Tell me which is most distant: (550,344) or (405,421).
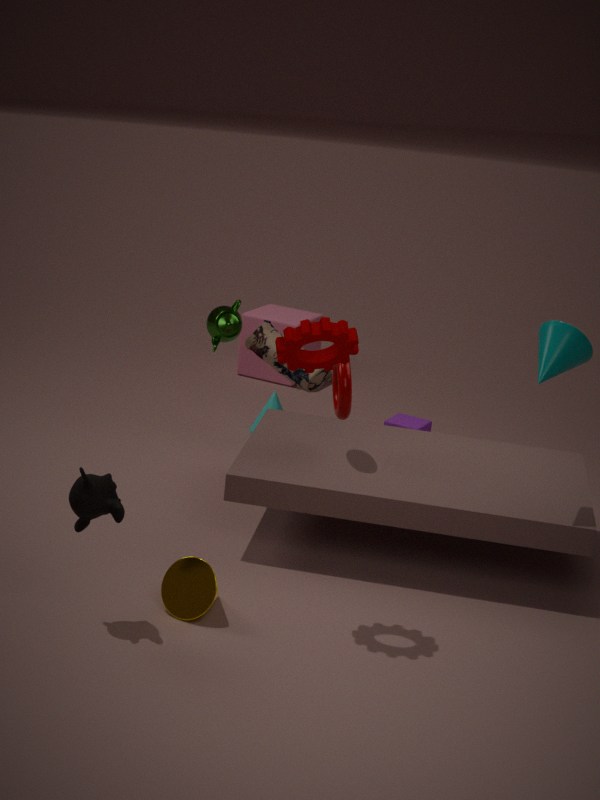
(405,421)
